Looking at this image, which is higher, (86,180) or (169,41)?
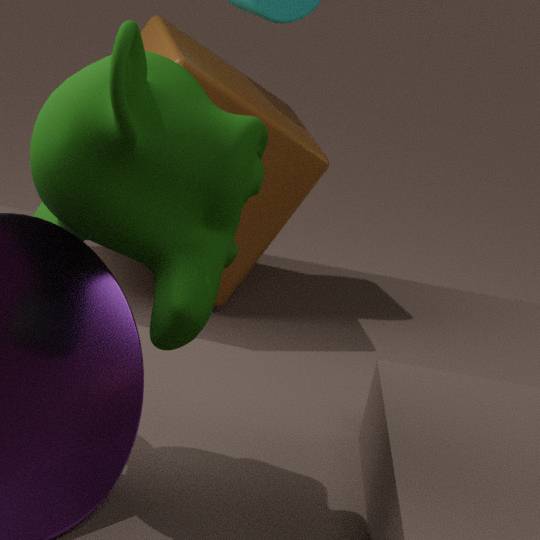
(86,180)
